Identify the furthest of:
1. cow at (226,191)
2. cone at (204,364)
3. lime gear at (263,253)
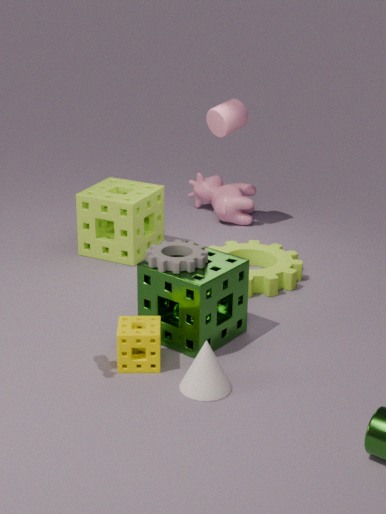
cow at (226,191)
